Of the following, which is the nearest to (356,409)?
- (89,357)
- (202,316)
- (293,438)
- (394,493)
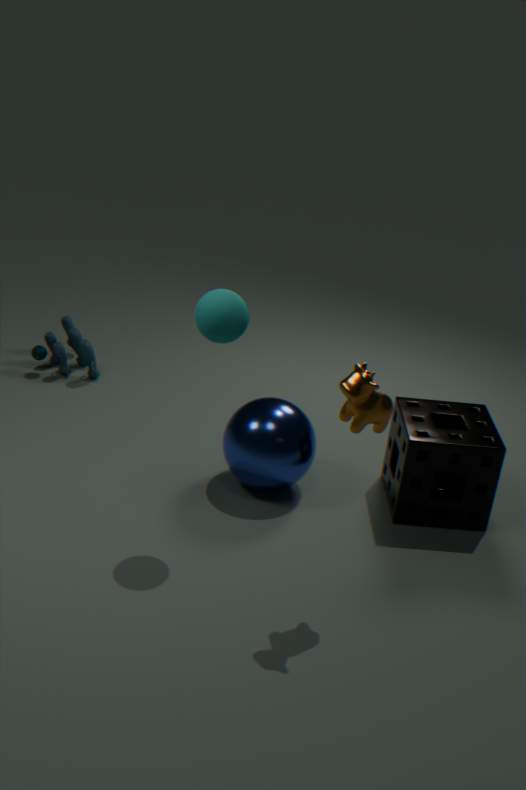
(202,316)
